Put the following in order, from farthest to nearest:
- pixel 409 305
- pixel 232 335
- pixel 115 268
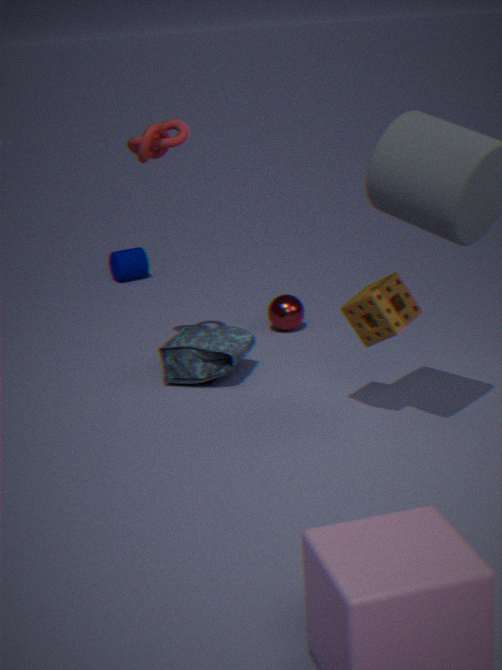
1. pixel 115 268
2. pixel 232 335
3. pixel 409 305
